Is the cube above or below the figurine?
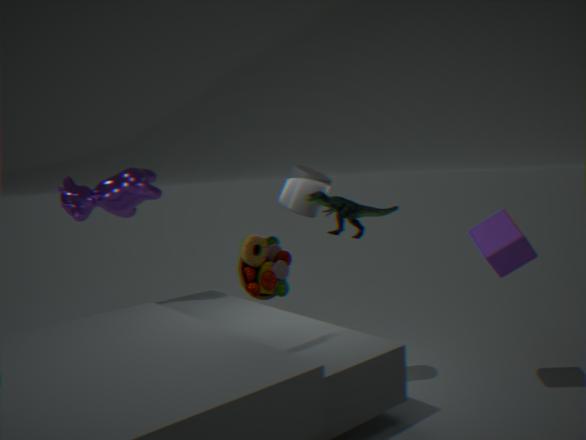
below
